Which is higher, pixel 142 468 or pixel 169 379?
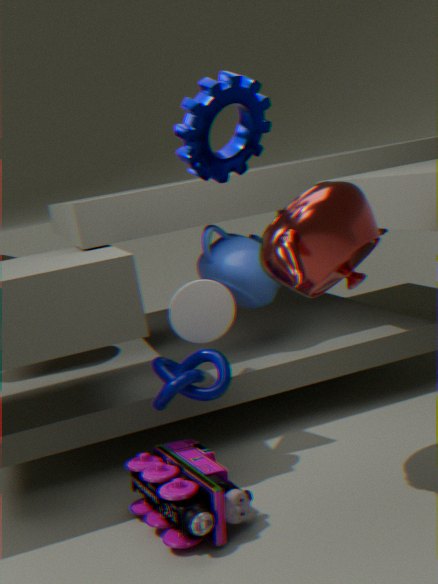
pixel 169 379
